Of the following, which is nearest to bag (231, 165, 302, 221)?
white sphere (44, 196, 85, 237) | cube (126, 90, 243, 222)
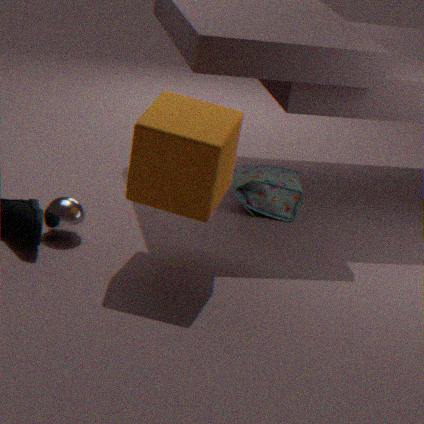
cube (126, 90, 243, 222)
